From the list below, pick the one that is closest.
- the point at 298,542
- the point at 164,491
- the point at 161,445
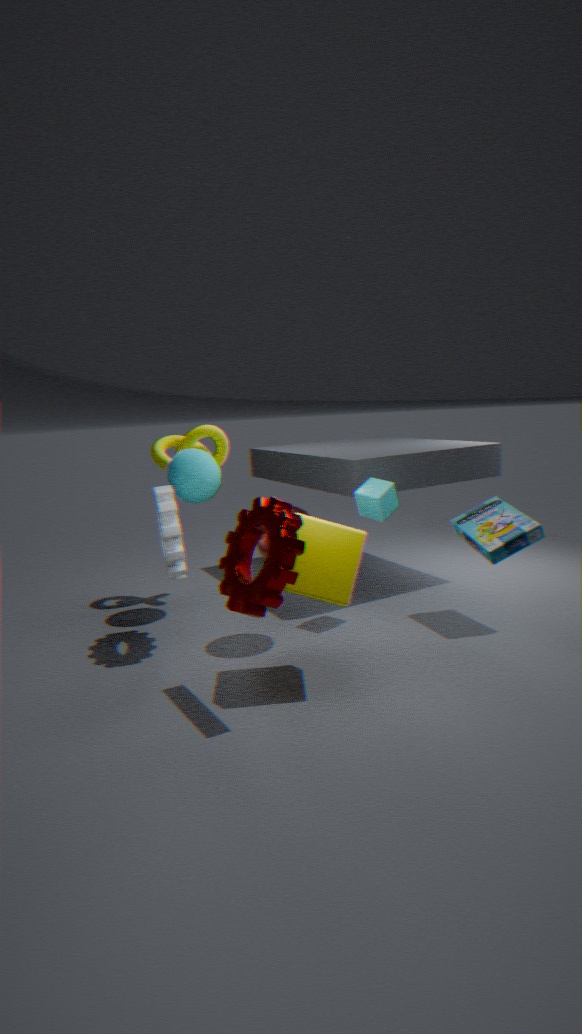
the point at 298,542
